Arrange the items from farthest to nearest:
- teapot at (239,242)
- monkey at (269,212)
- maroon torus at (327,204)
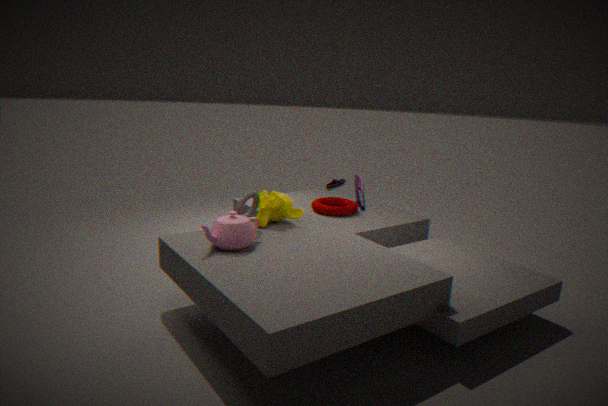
maroon torus at (327,204) → monkey at (269,212) → teapot at (239,242)
